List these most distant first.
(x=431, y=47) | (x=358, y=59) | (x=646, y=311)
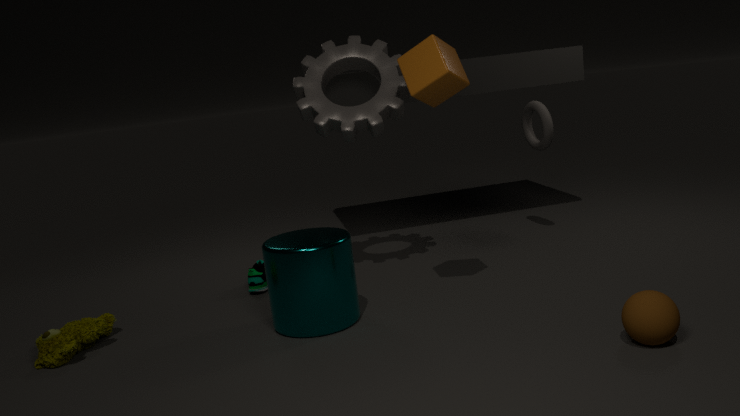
(x=358, y=59) < (x=431, y=47) < (x=646, y=311)
